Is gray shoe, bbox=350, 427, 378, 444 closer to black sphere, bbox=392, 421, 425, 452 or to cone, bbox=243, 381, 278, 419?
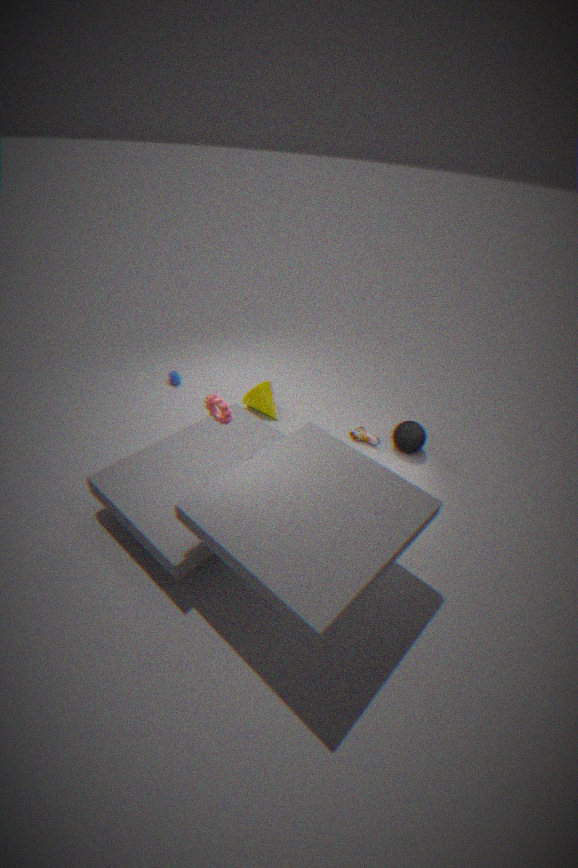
black sphere, bbox=392, 421, 425, 452
